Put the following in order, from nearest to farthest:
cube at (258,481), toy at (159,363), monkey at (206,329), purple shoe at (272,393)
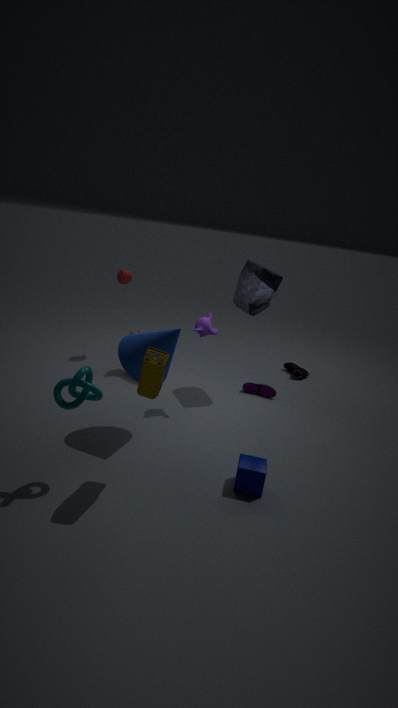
1. toy at (159,363)
2. cube at (258,481)
3. monkey at (206,329)
4. purple shoe at (272,393)
